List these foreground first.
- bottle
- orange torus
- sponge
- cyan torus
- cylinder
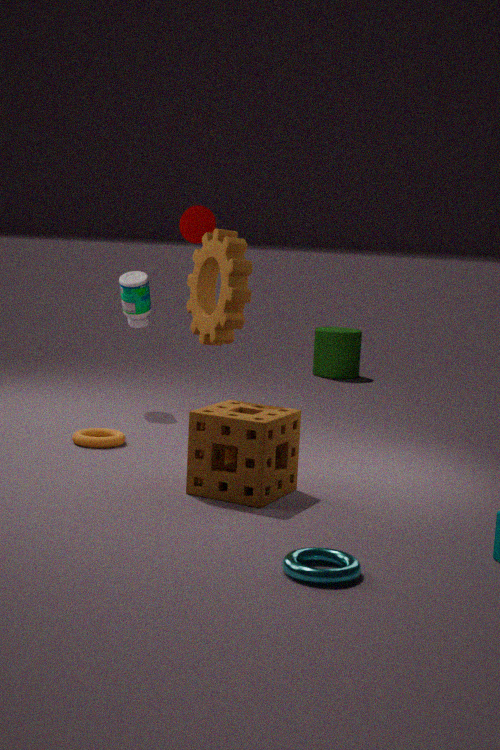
cyan torus < sponge < orange torus < bottle < cylinder
